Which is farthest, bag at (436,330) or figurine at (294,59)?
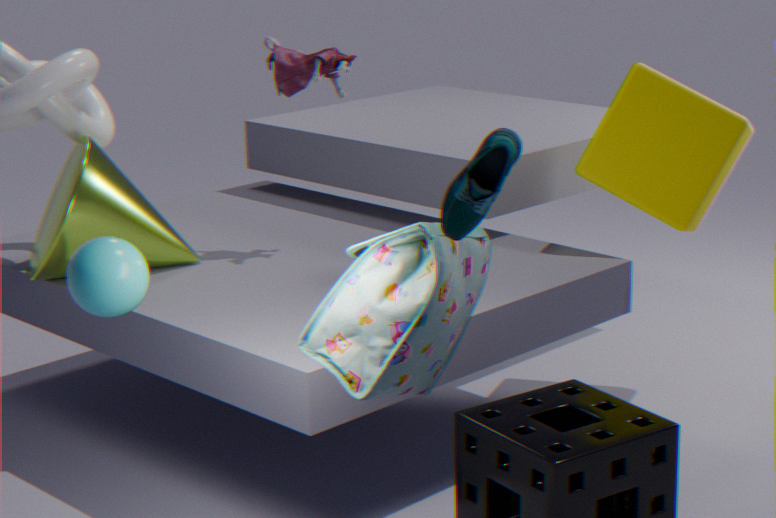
figurine at (294,59)
